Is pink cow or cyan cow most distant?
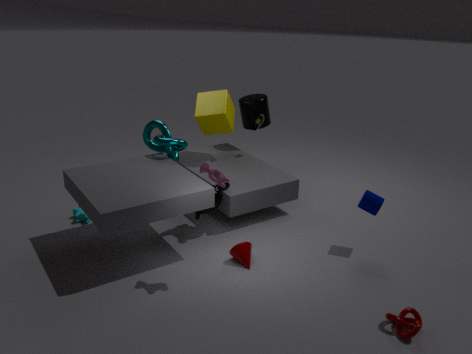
cyan cow
